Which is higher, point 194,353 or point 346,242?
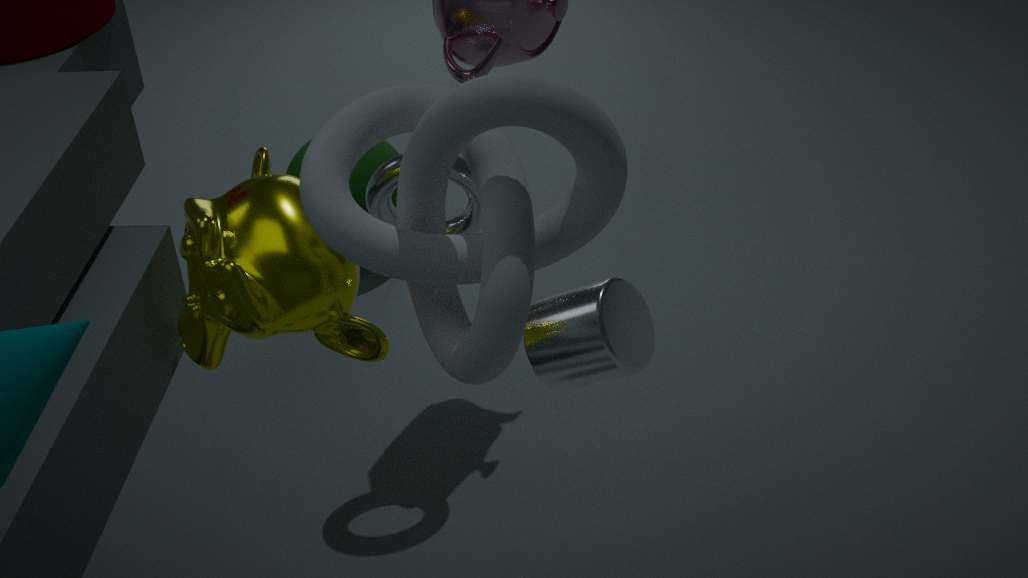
point 346,242
